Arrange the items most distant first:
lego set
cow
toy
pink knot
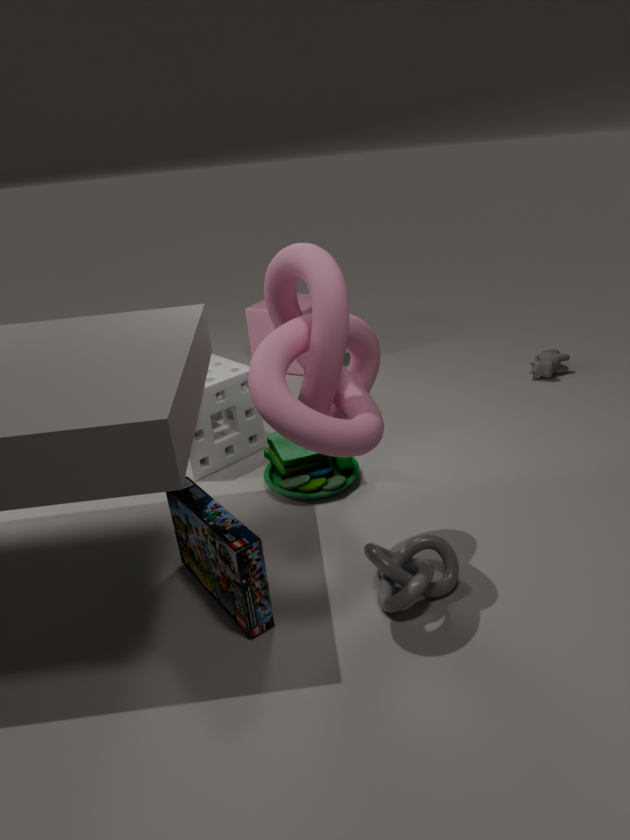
1. cow
2. toy
3. lego set
4. pink knot
